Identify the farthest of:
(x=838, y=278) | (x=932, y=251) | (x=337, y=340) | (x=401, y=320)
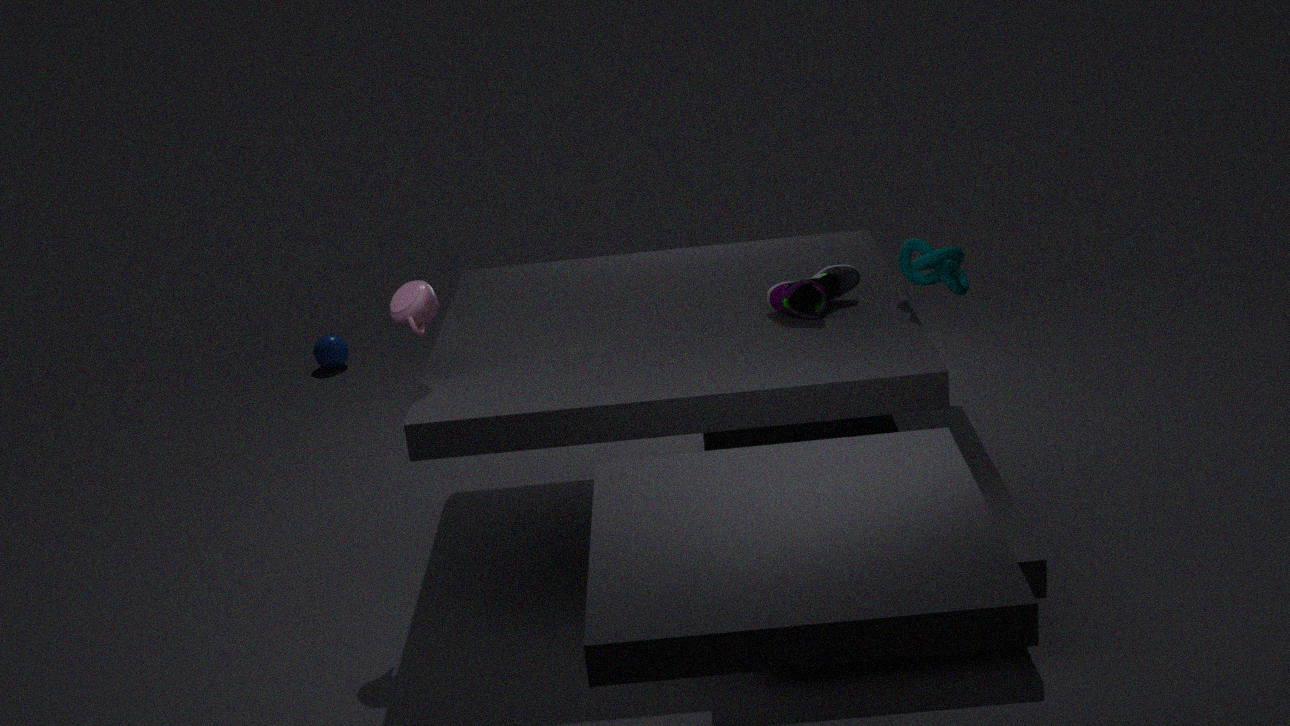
(x=337, y=340)
